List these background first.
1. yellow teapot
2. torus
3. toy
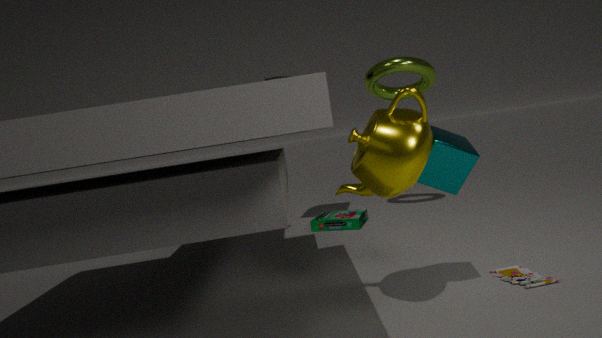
torus → toy → yellow teapot
